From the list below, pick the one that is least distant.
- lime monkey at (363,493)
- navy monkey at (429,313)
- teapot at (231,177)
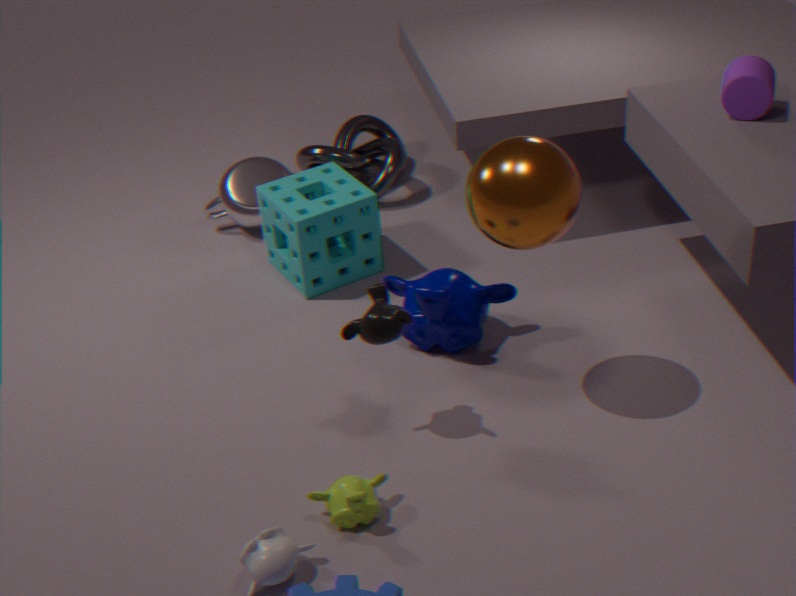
lime monkey at (363,493)
